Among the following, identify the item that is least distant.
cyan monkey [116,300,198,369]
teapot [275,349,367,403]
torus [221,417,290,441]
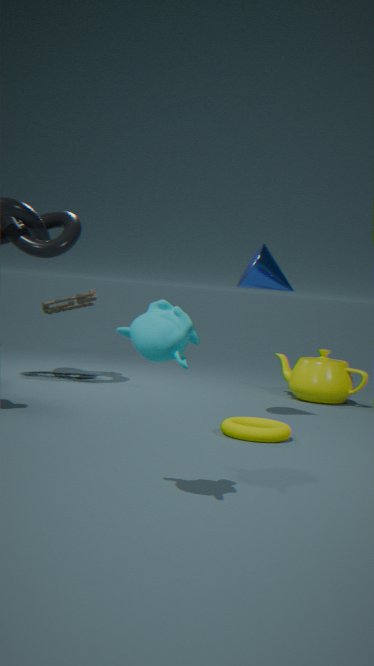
cyan monkey [116,300,198,369]
